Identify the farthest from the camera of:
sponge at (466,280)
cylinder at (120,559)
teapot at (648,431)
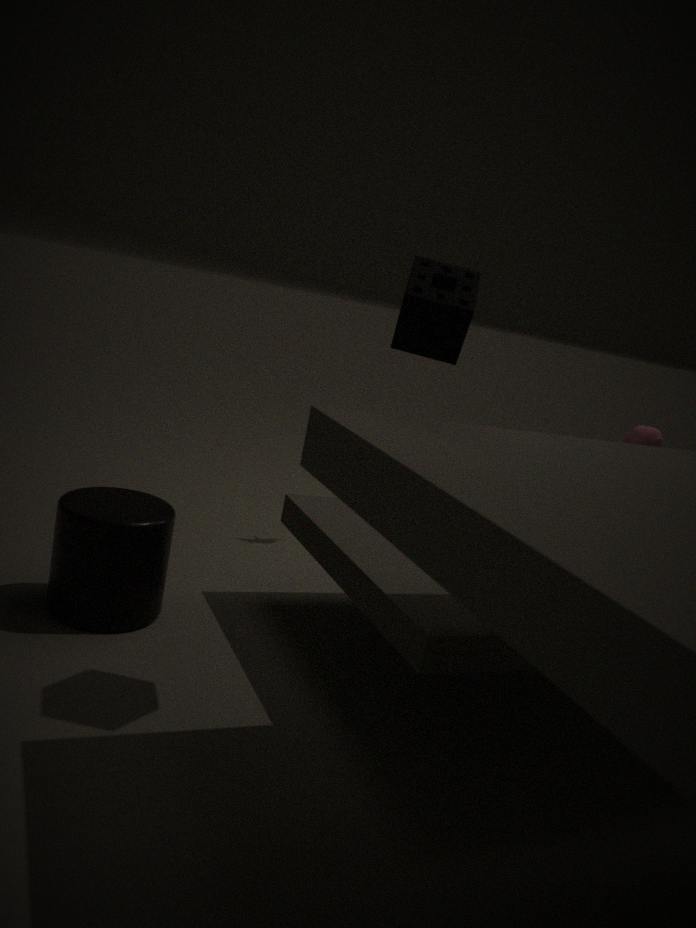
teapot at (648,431)
